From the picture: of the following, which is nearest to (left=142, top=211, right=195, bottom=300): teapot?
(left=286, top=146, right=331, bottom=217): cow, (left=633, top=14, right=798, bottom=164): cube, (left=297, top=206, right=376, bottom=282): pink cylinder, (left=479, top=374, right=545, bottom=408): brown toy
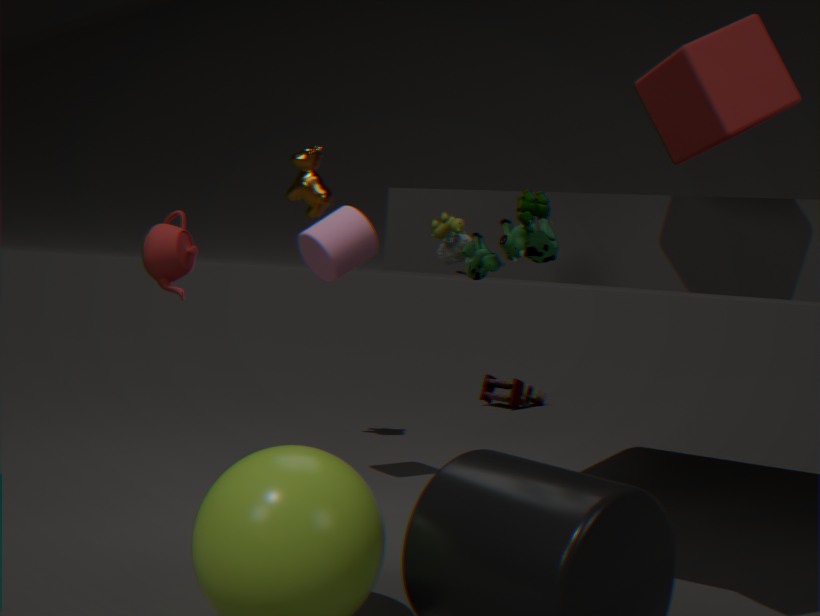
(left=297, top=206, right=376, bottom=282): pink cylinder
